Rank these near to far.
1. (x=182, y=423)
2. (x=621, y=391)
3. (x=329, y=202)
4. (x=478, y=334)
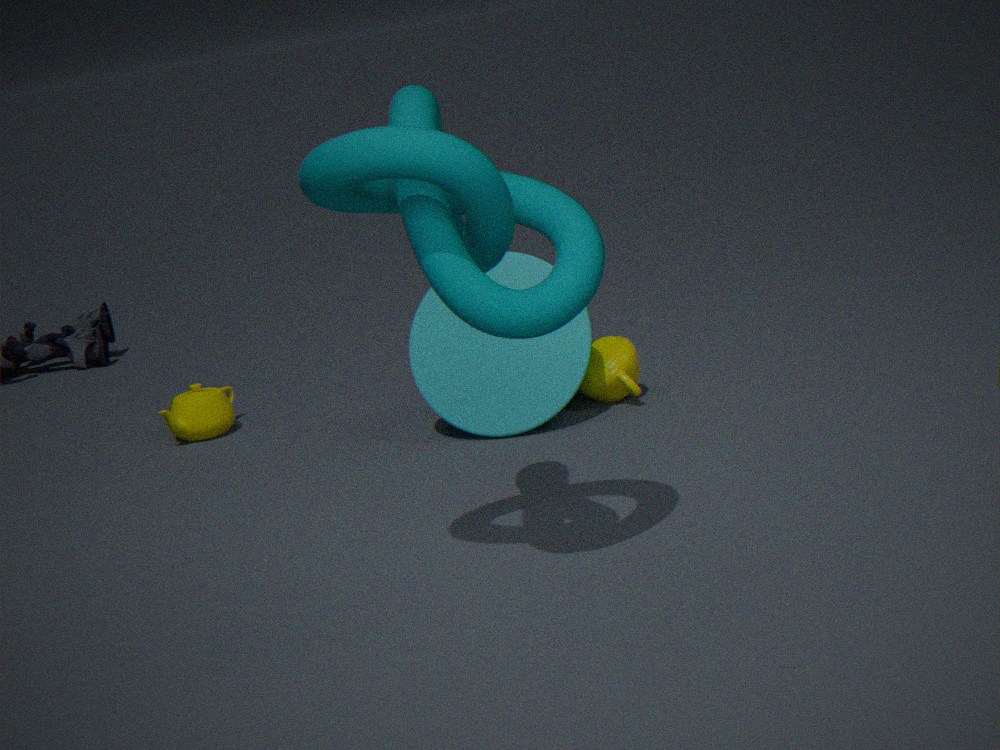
(x=329, y=202) < (x=478, y=334) < (x=621, y=391) < (x=182, y=423)
